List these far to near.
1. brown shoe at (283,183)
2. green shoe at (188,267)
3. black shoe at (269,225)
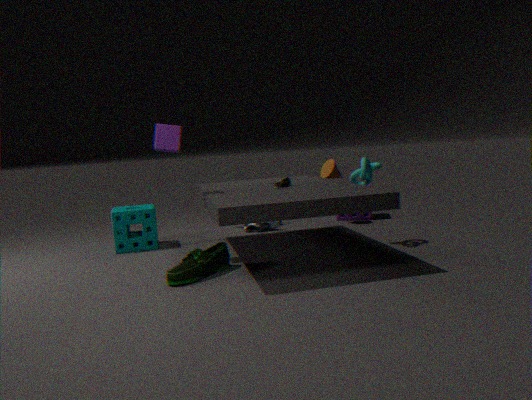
black shoe at (269,225) < brown shoe at (283,183) < green shoe at (188,267)
